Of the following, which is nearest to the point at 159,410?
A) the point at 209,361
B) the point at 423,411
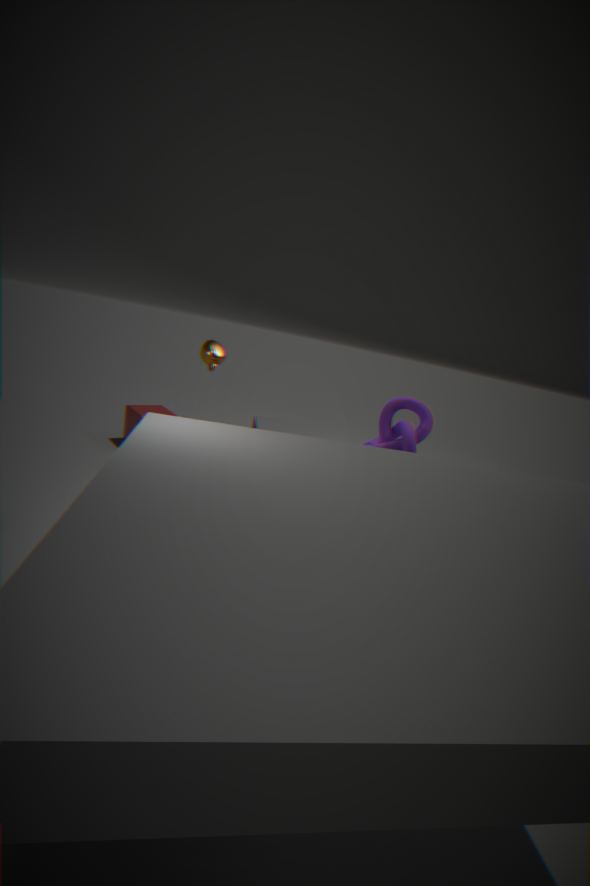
the point at 209,361
